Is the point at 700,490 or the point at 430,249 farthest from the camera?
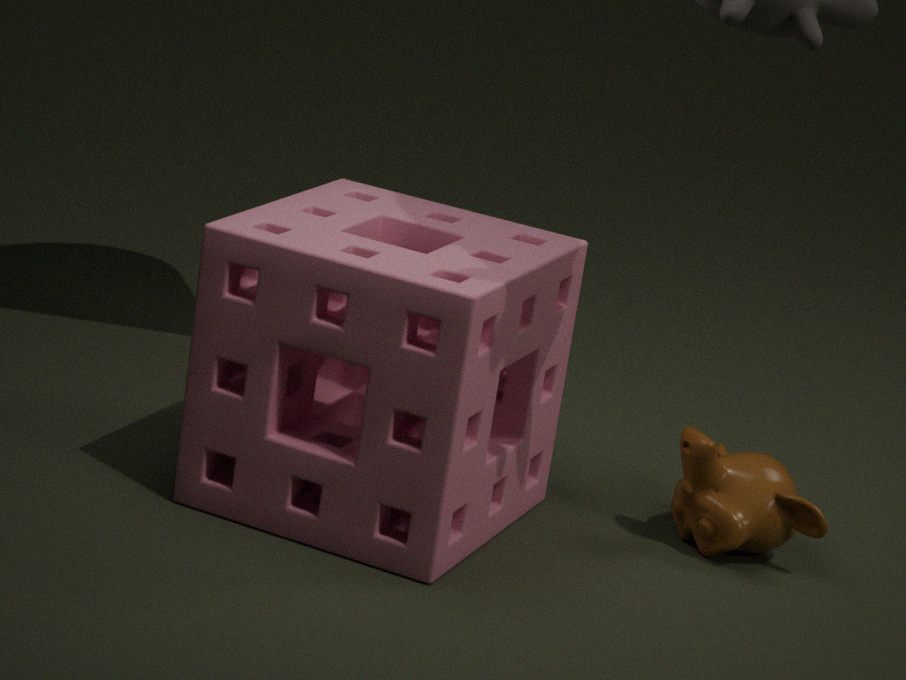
the point at 700,490
